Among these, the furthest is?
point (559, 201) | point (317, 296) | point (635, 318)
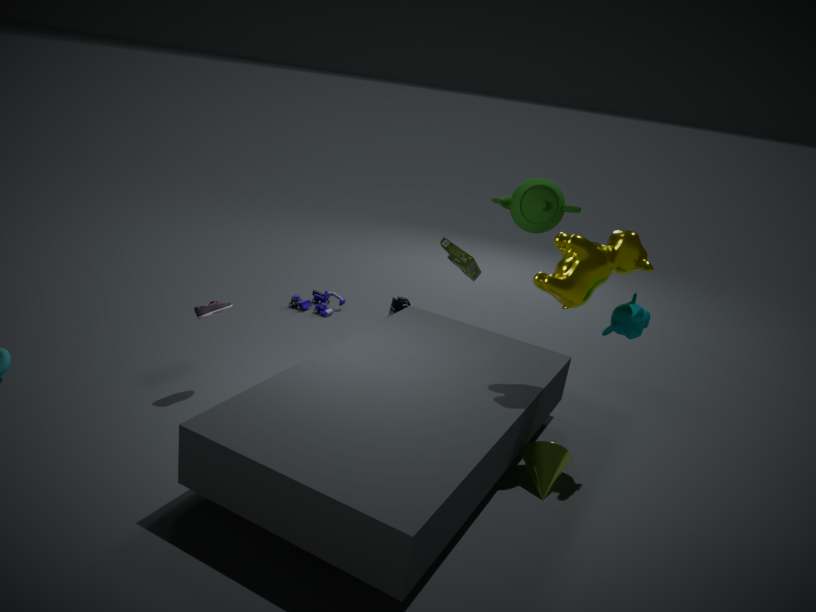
point (317, 296)
